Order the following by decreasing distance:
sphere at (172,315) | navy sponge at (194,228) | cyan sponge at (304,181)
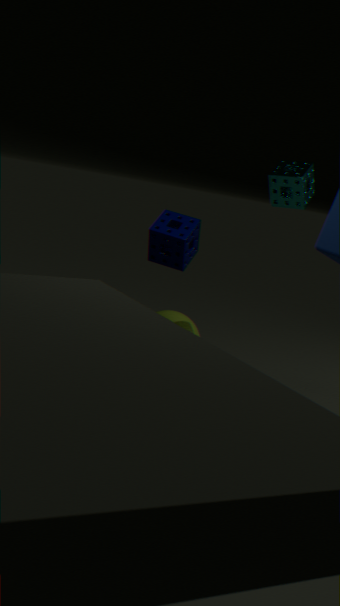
sphere at (172,315) < cyan sponge at (304,181) < navy sponge at (194,228)
